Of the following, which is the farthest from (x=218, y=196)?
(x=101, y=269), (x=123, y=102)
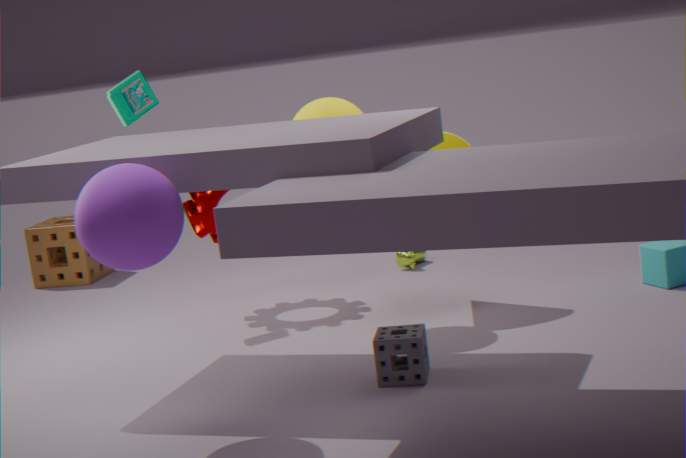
(x=101, y=269)
